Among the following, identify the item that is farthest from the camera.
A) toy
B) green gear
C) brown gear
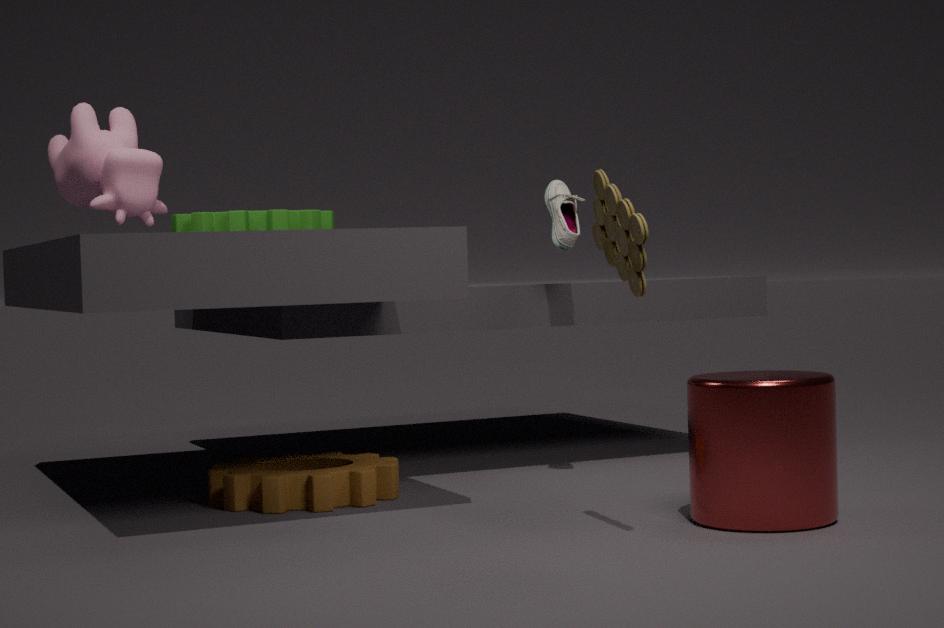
green gear
